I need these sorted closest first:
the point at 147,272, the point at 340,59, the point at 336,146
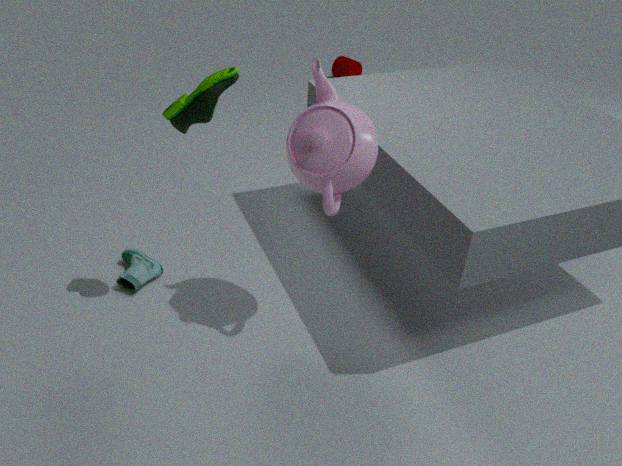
the point at 336,146
the point at 147,272
the point at 340,59
